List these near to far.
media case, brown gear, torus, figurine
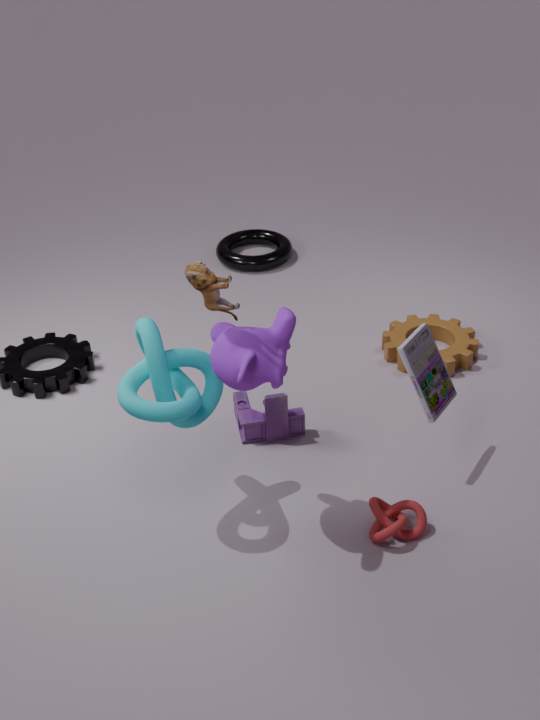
1. figurine
2. media case
3. brown gear
4. torus
